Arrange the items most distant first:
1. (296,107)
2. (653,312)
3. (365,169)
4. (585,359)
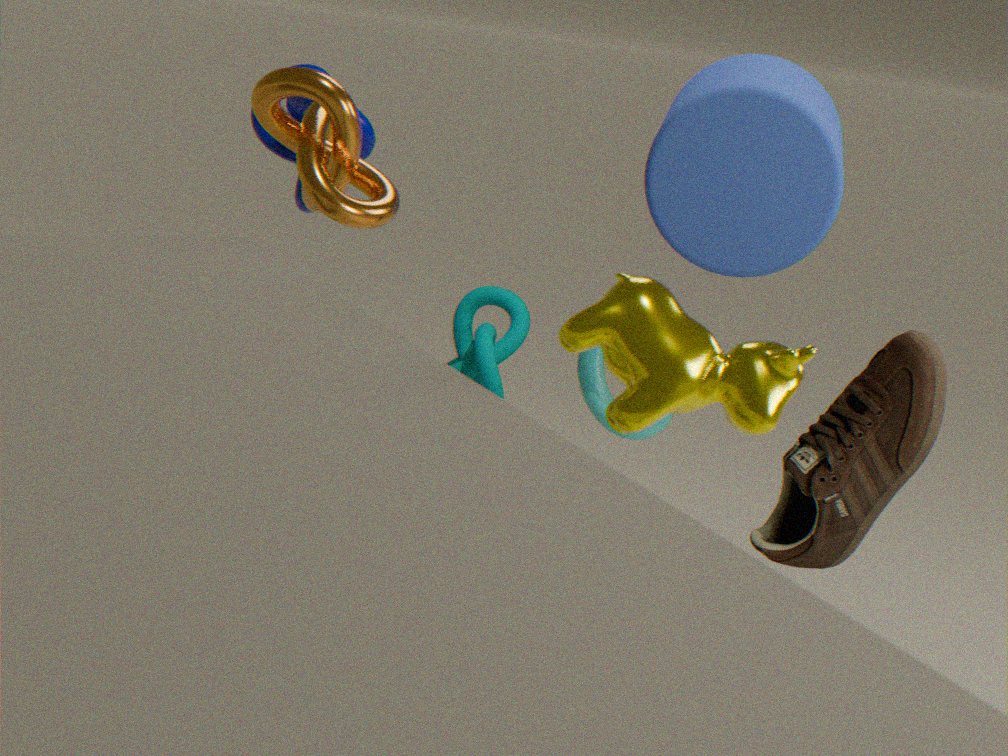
(585,359)
(296,107)
(365,169)
(653,312)
